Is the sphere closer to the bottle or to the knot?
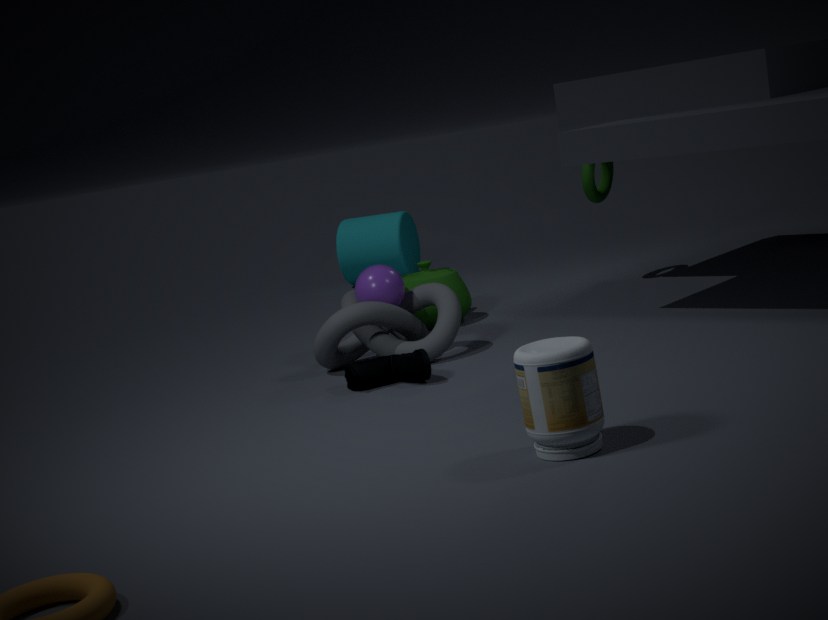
the knot
